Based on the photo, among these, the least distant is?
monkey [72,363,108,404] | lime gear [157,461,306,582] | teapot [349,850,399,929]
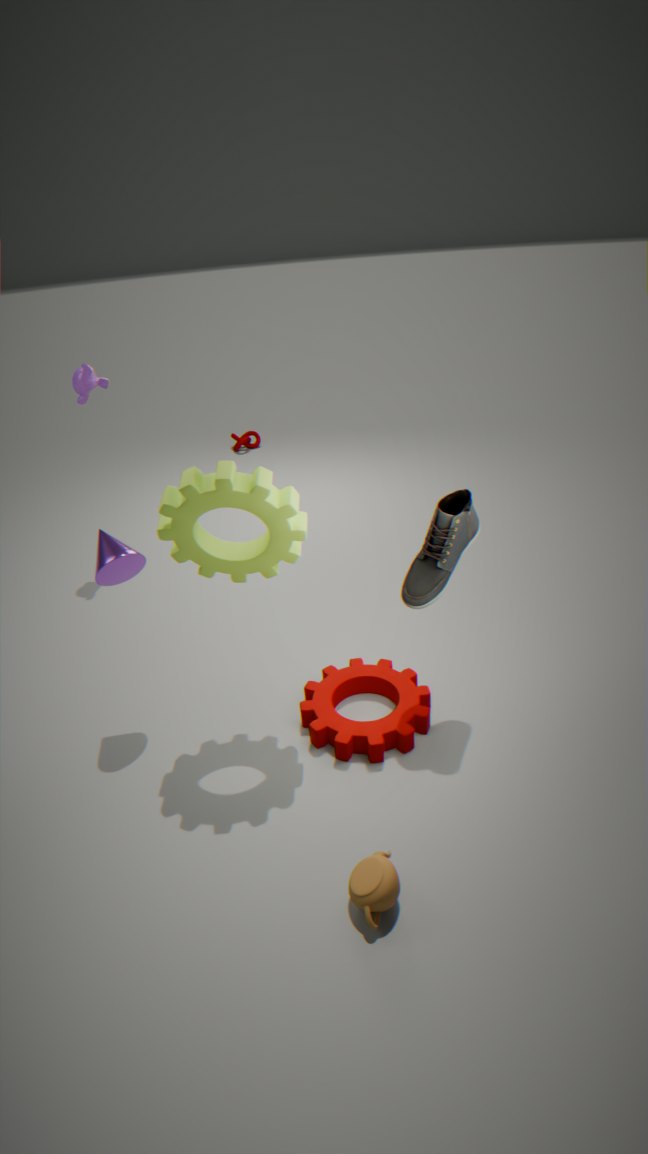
teapot [349,850,399,929]
